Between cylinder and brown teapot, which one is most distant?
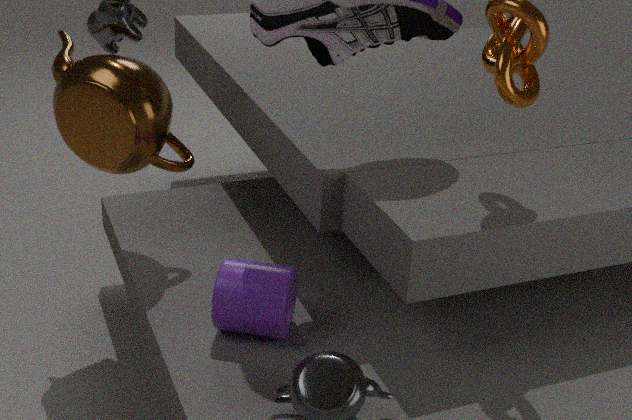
brown teapot
